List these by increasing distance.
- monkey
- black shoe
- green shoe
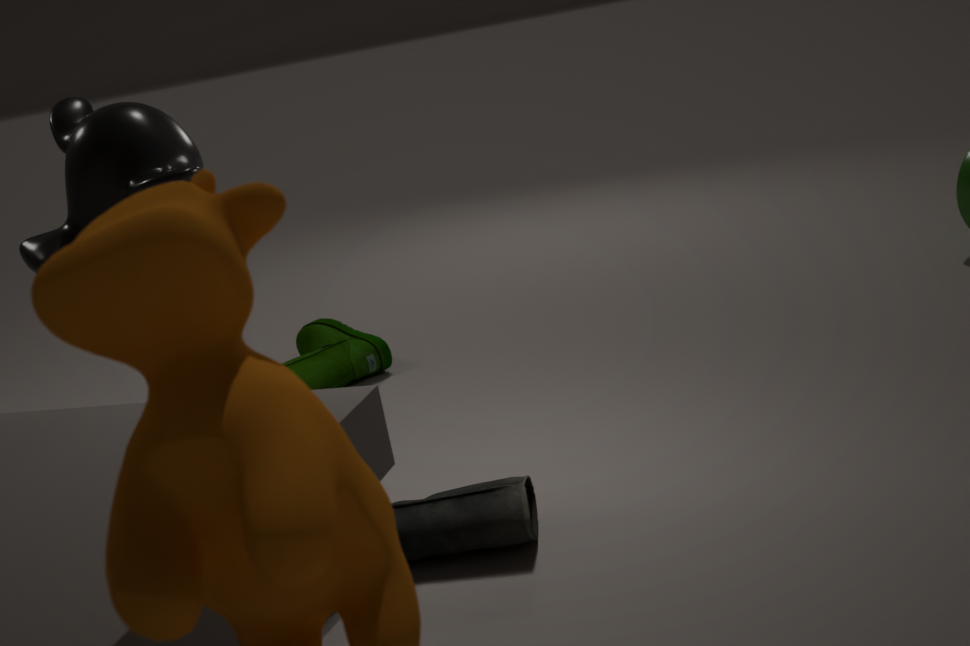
black shoe, monkey, green shoe
